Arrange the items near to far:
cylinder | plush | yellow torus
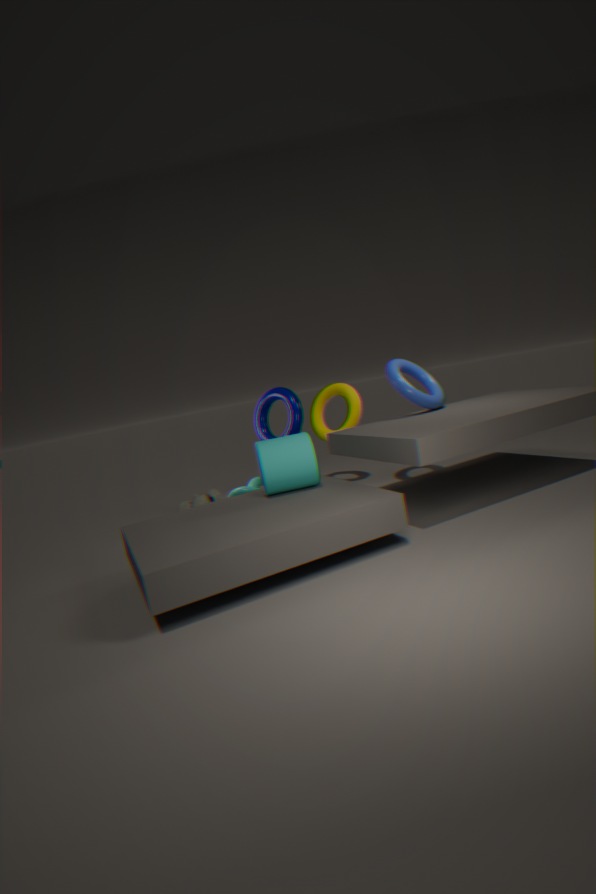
cylinder
plush
yellow torus
